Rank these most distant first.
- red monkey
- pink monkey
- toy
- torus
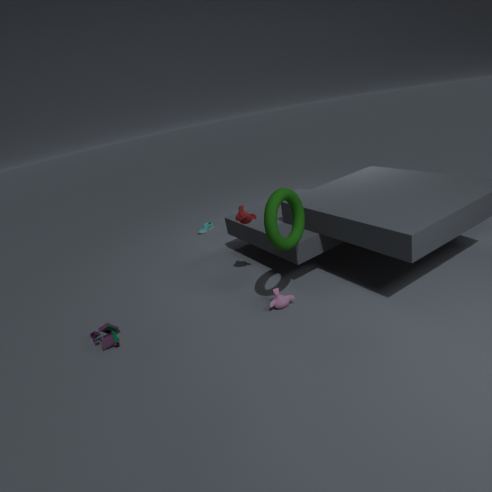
red monkey
pink monkey
toy
torus
